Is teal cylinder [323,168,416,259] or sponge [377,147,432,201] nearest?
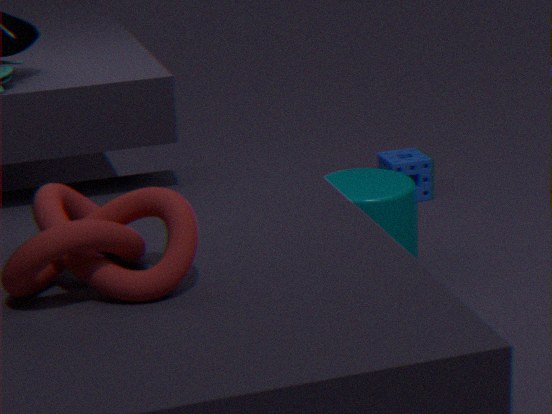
teal cylinder [323,168,416,259]
